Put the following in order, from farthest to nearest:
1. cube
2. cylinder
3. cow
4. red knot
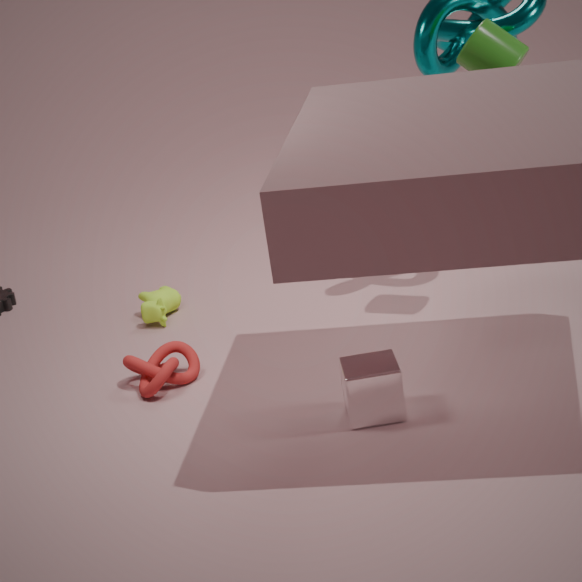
cow → red knot → cylinder → cube
